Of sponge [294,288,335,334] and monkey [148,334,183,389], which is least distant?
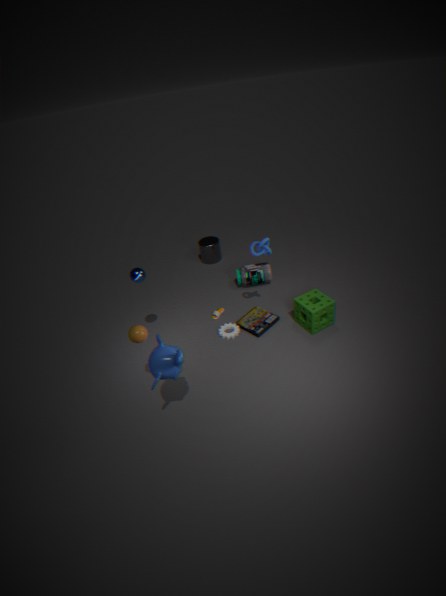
monkey [148,334,183,389]
